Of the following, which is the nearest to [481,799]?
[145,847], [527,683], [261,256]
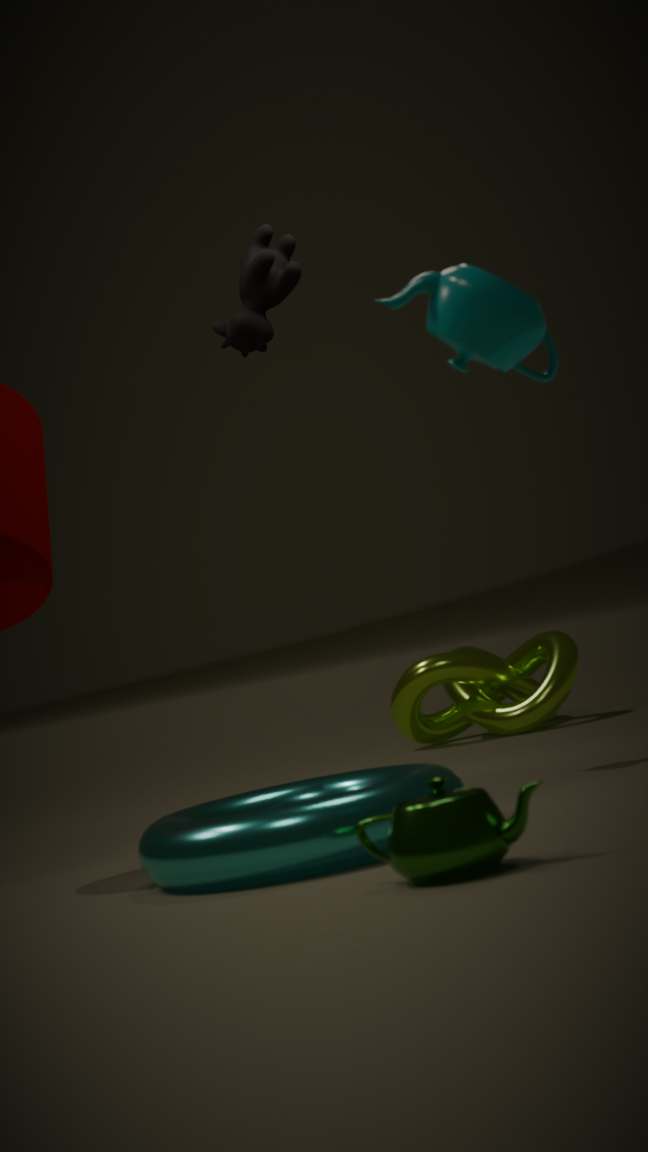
[145,847]
